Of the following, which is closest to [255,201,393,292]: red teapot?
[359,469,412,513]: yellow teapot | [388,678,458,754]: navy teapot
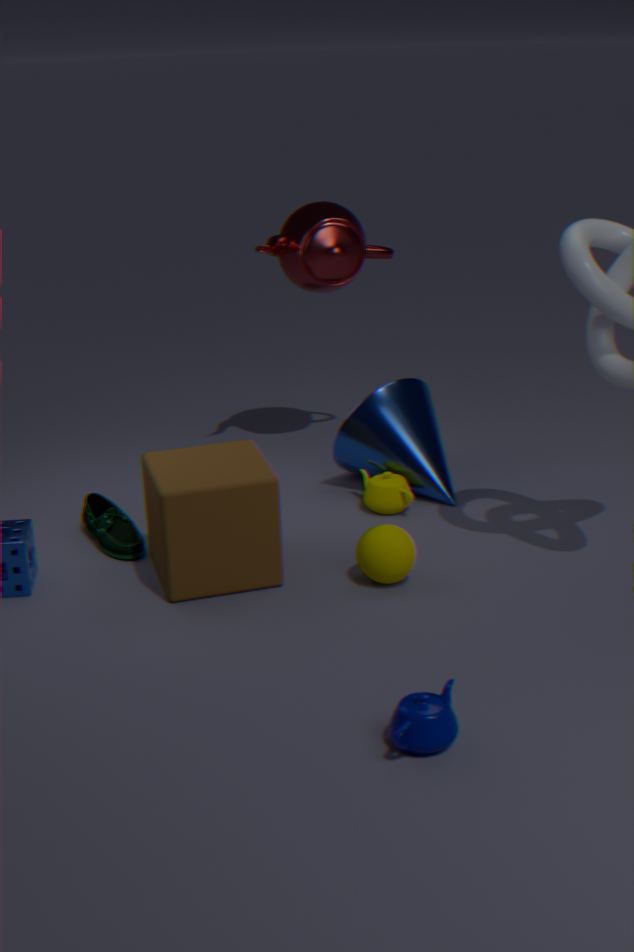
[359,469,412,513]: yellow teapot
